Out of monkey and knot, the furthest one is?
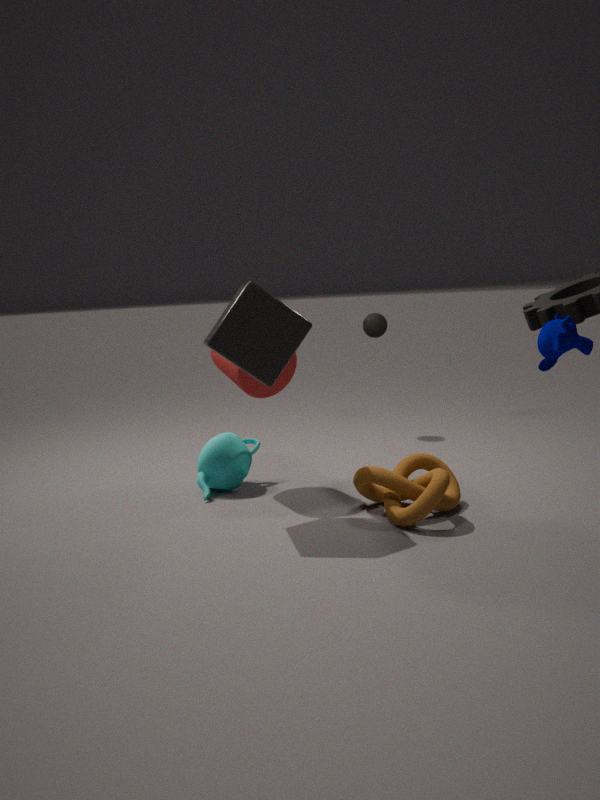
knot
